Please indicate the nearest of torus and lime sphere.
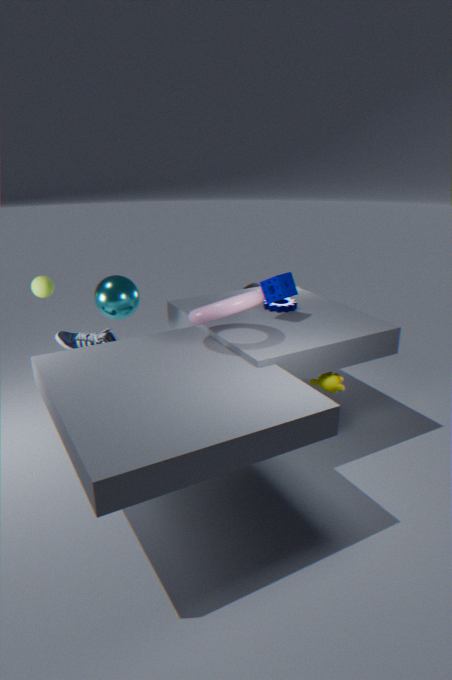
torus
